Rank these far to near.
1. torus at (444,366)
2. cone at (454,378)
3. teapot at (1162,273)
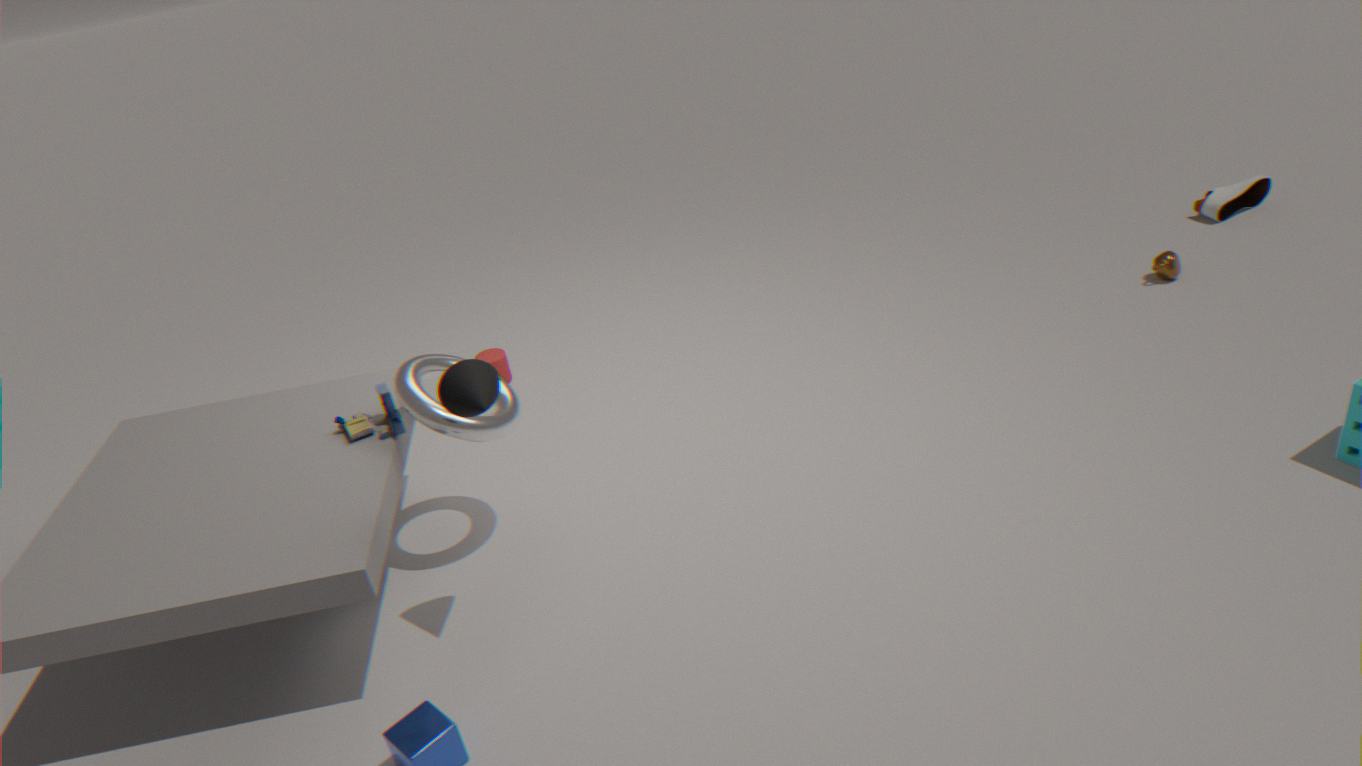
teapot at (1162,273) → torus at (444,366) → cone at (454,378)
